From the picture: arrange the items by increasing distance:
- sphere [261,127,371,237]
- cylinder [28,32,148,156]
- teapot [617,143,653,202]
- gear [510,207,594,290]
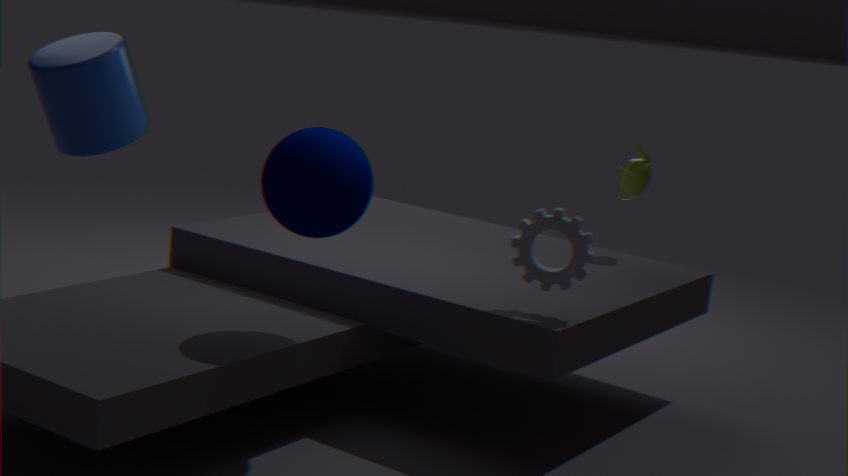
sphere [261,127,371,237]
gear [510,207,594,290]
cylinder [28,32,148,156]
teapot [617,143,653,202]
